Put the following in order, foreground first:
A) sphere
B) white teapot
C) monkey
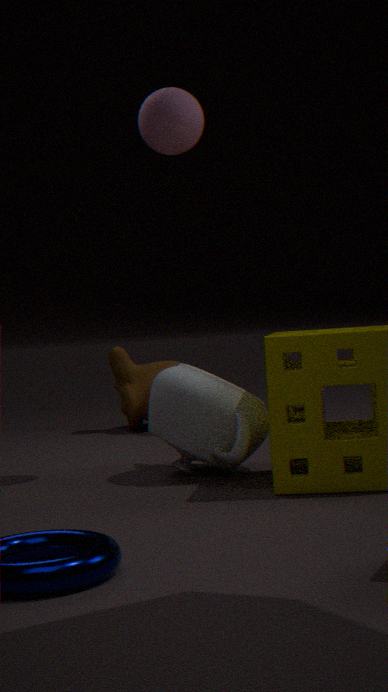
B. white teapot → A. sphere → C. monkey
